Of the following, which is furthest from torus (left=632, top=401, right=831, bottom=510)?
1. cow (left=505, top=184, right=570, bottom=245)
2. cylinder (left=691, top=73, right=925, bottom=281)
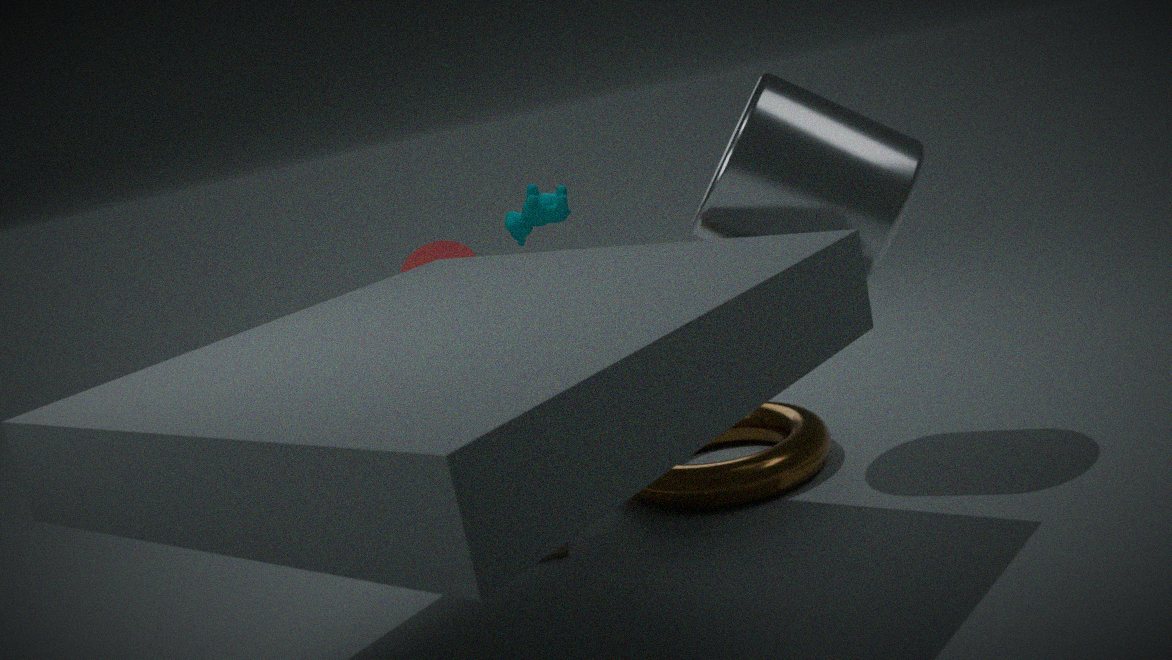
cow (left=505, top=184, right=570, bottom=245)
